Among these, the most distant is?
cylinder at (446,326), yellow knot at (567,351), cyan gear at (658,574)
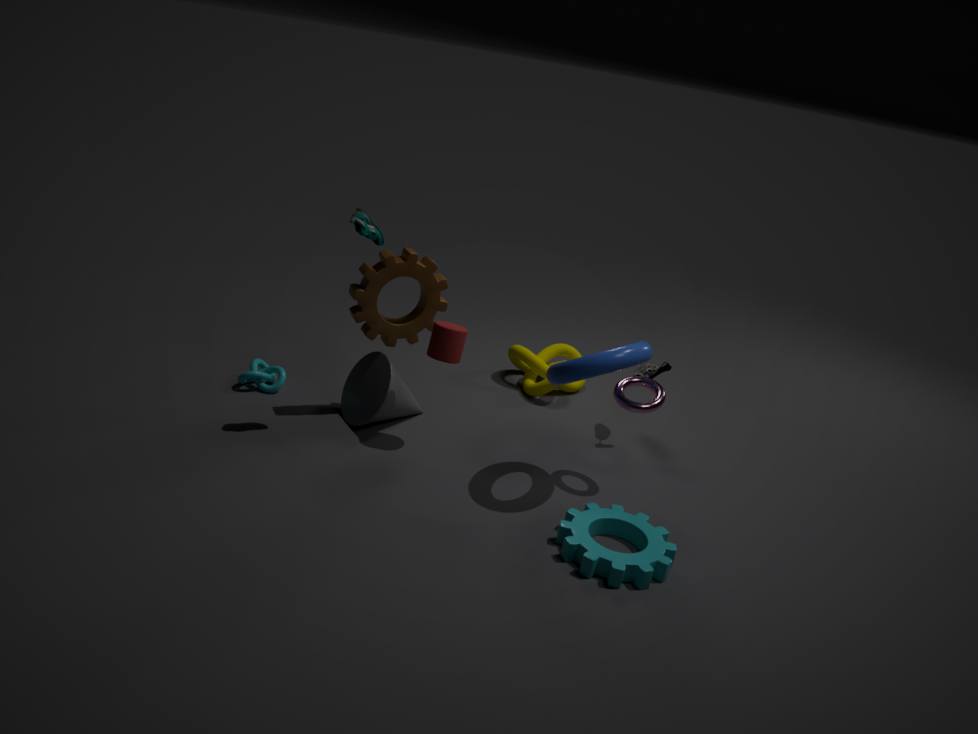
yellow knot at (567,351)
